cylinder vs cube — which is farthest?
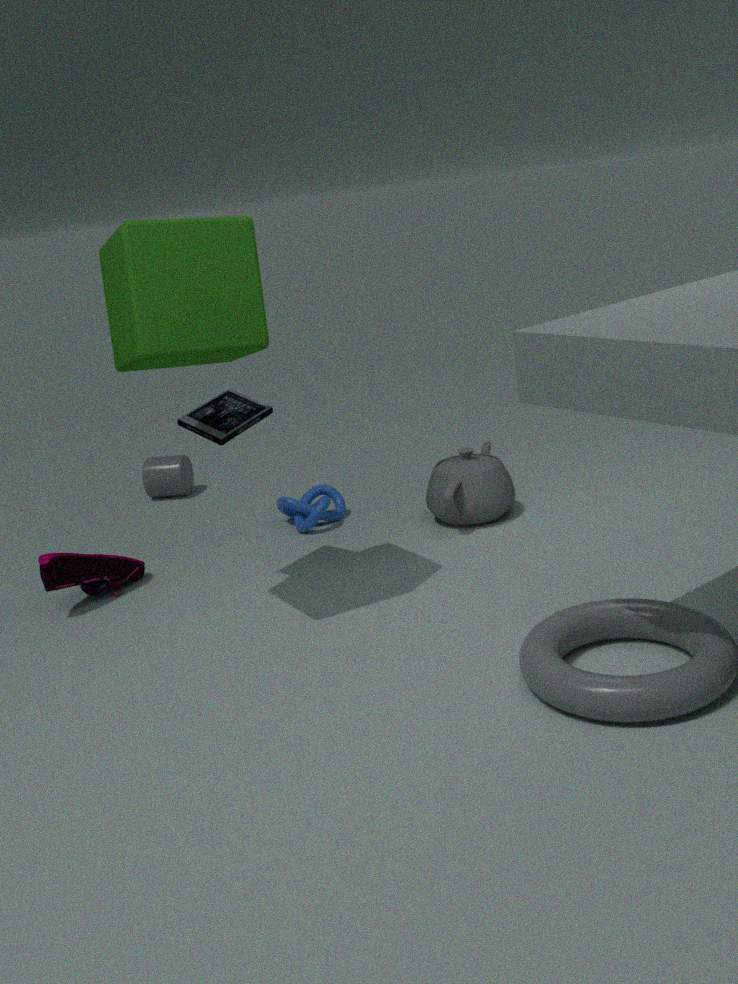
cylinder
